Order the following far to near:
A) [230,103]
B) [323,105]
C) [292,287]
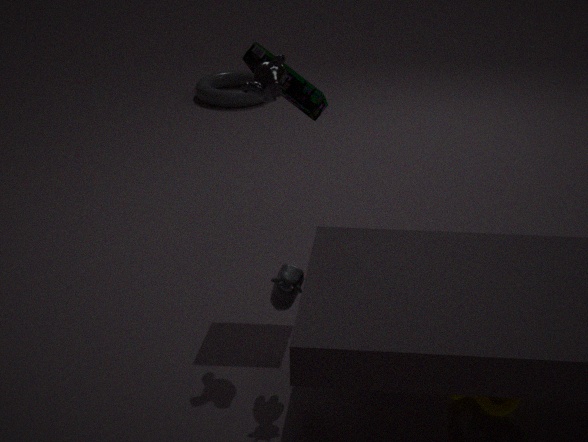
1. [230,103]
2. [323,105]
3. [292,287]
